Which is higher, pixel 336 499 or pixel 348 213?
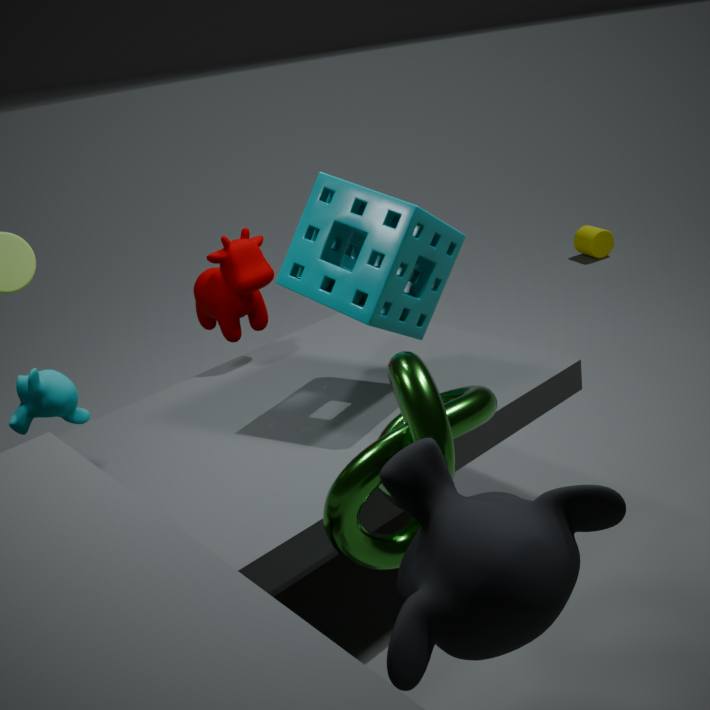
pixel 348 213
